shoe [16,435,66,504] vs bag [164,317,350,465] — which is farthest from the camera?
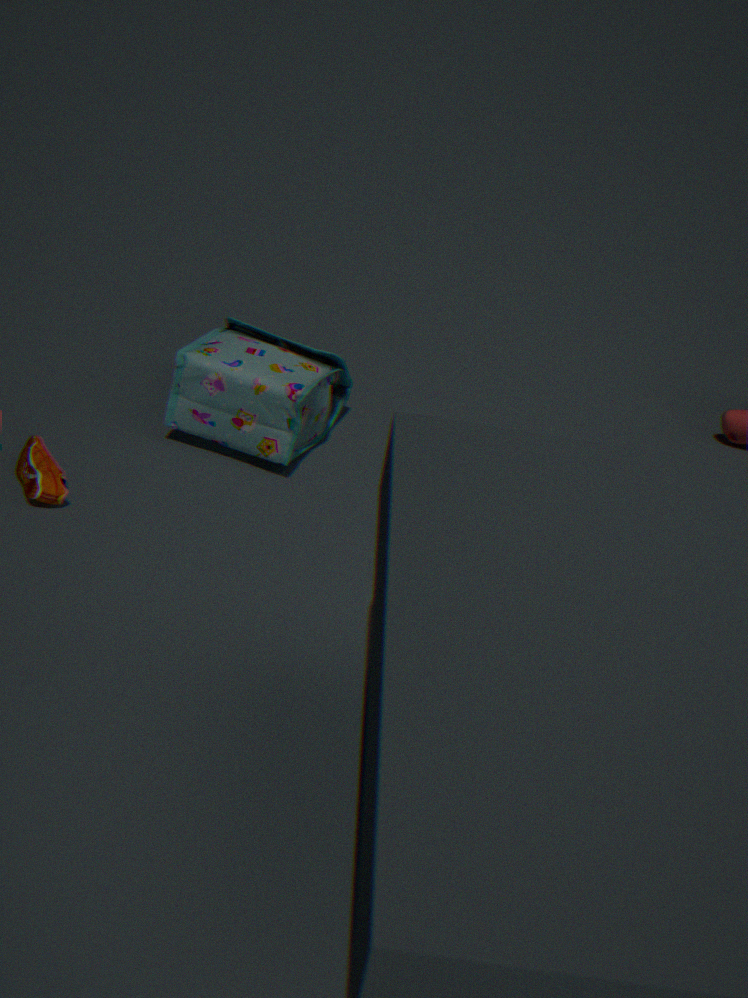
bag [164,317,350,465]
